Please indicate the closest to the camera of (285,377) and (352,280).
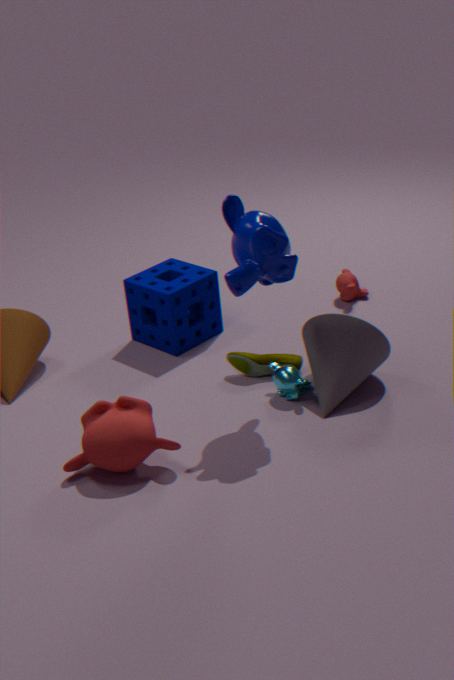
(285,377)
